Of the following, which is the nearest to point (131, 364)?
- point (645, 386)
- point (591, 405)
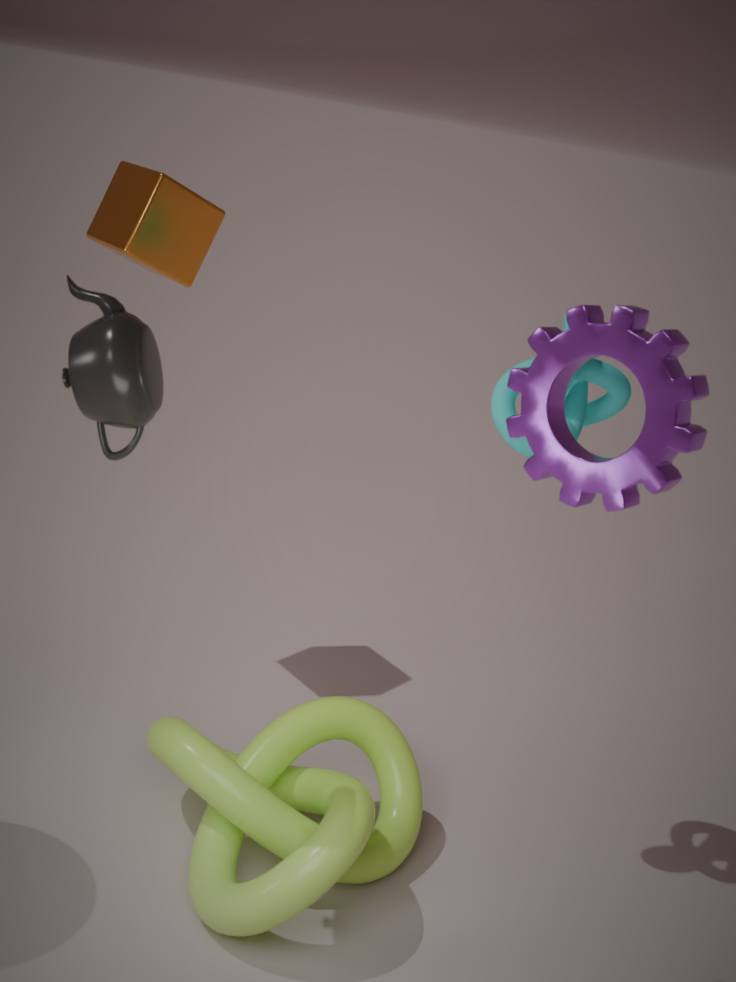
point (645, 386)
